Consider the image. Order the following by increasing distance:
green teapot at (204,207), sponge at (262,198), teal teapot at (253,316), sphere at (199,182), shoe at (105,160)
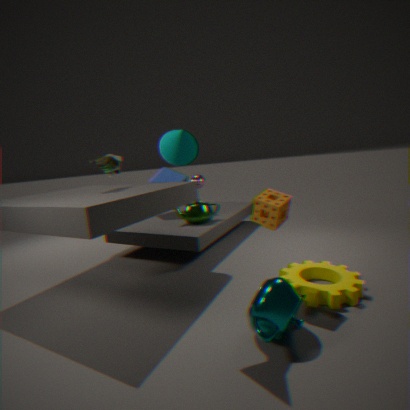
teal teapot at (253,316)
sponge at (262,198)
shoe at (105,160)
green teapot at (204,207)
sphere at (199,182)
